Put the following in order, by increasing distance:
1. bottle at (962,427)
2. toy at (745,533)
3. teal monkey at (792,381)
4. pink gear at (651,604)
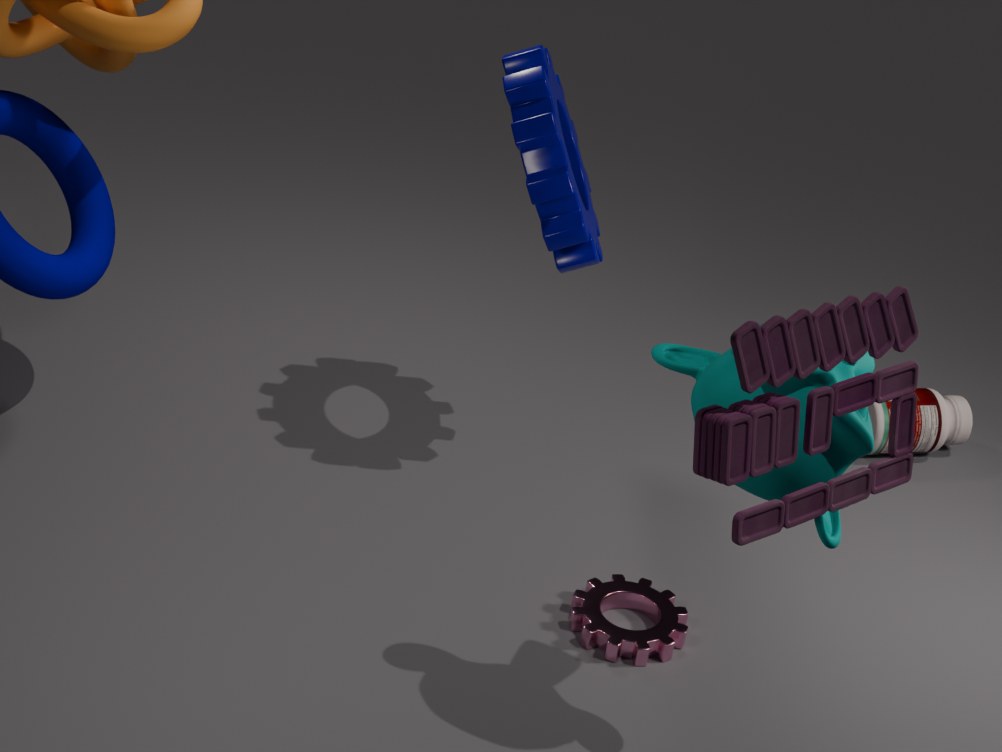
1. toy at (745,533)
2. teal monkey at (792,381)
3. pink gear at (651,604)
4. bottle at (962,427)
